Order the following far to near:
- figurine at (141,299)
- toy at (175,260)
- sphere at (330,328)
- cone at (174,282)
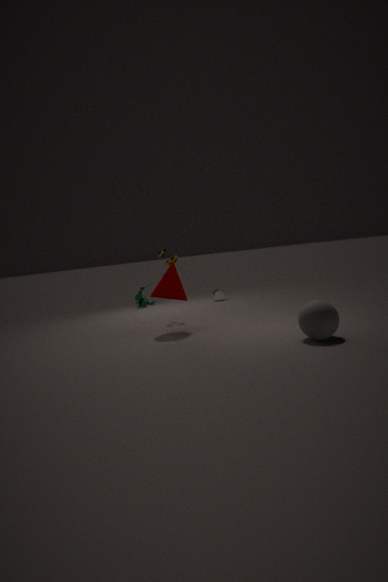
figurine at (141,299), toy at (175,260), cone at (174,282), sphere at (330,328)
